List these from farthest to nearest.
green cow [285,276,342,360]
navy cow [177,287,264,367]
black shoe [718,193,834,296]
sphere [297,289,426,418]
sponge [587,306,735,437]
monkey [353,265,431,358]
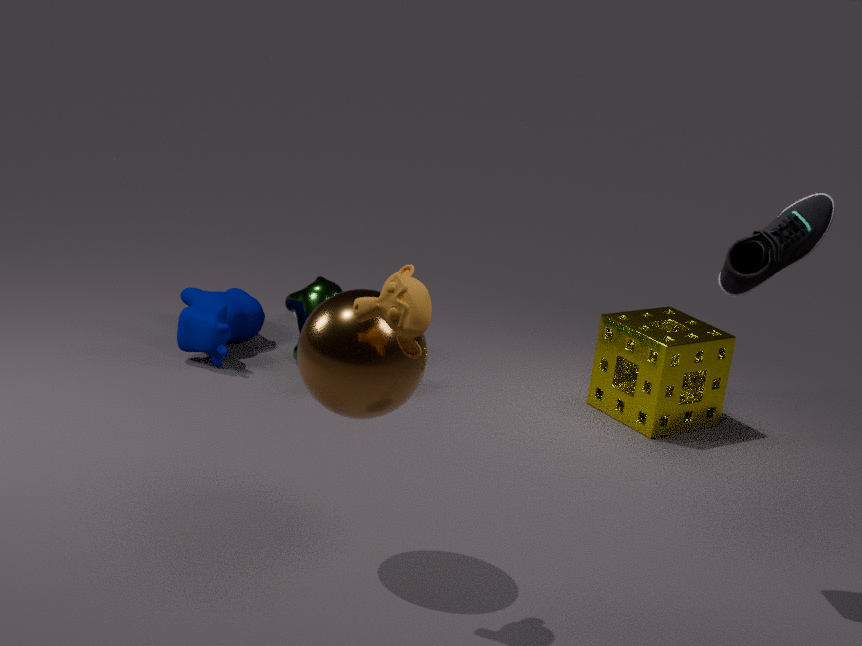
green cow [285,276,342,360] < navy cow [177,287,264,367] < sponge [587,306,735,437] < black shoe [718,193,834,296] < sphere [297,289,426,418] < monkey [353,265,431,358]
